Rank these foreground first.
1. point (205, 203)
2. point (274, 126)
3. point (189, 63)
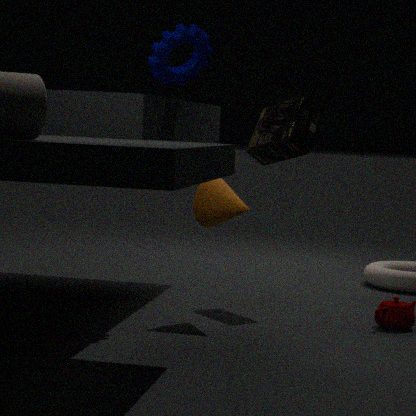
point (205, 203), point (189, 63), point (274, 126)
